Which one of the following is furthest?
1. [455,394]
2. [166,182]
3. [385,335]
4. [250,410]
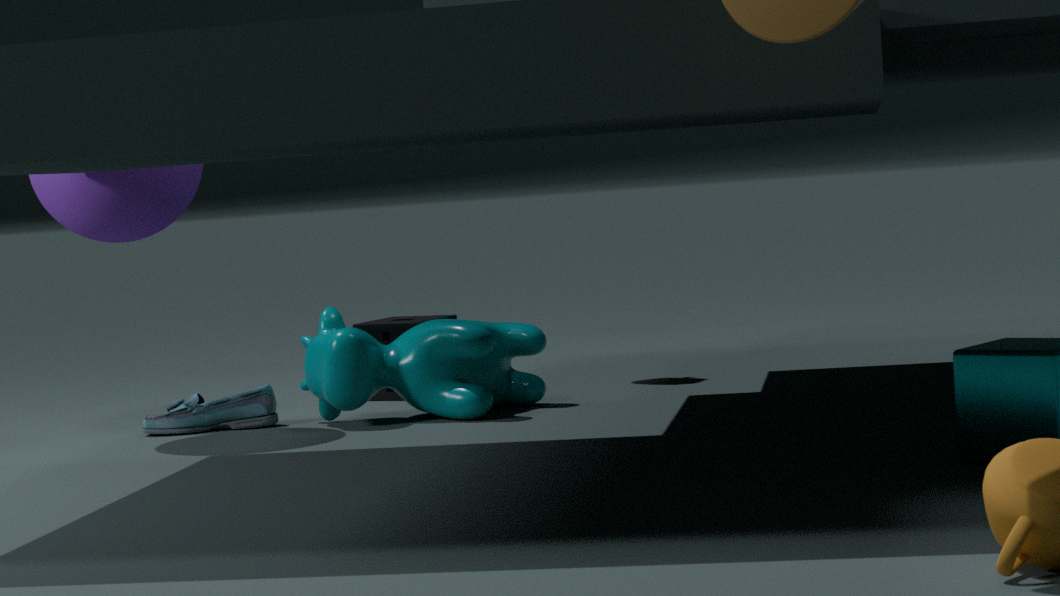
[385,335]
